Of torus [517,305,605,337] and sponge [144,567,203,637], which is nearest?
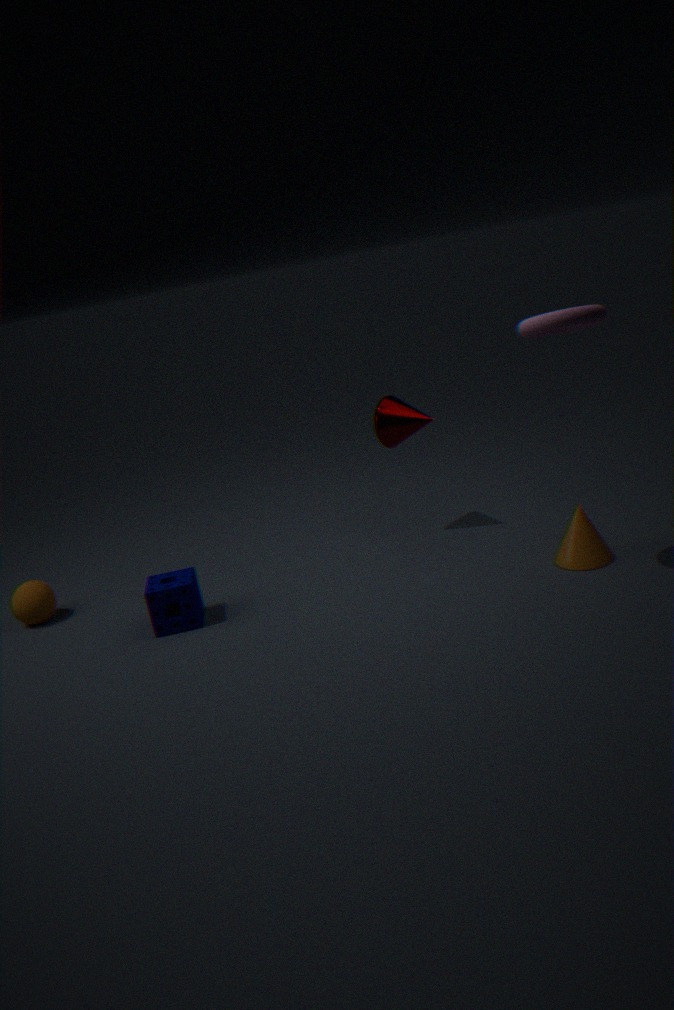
torus [517,305,605,337]
